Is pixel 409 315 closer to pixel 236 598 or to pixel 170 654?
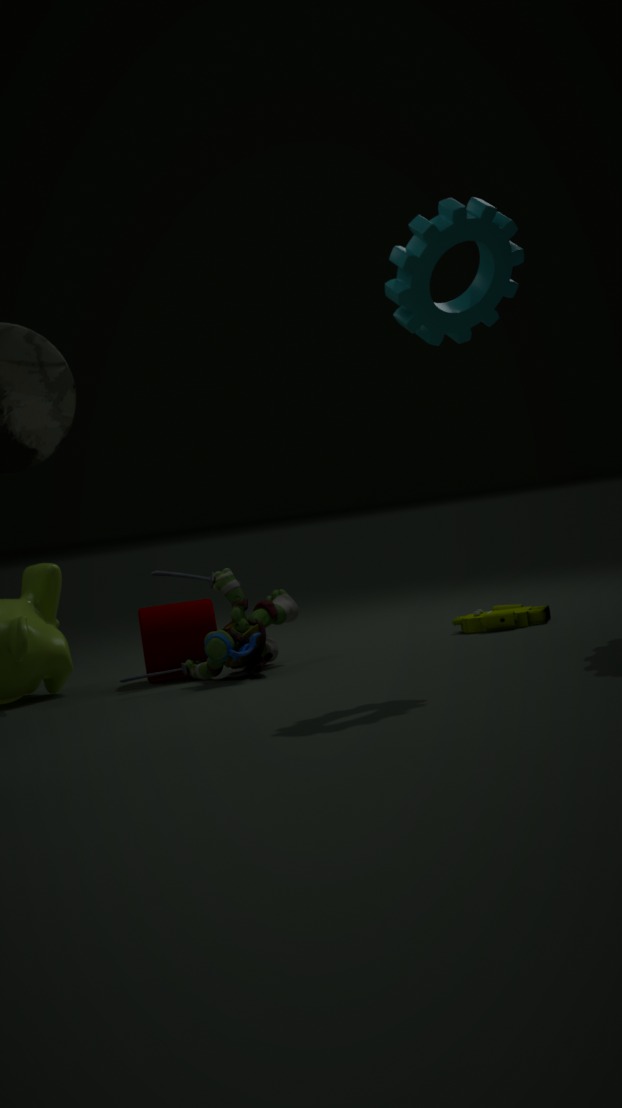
pixel 236 598
